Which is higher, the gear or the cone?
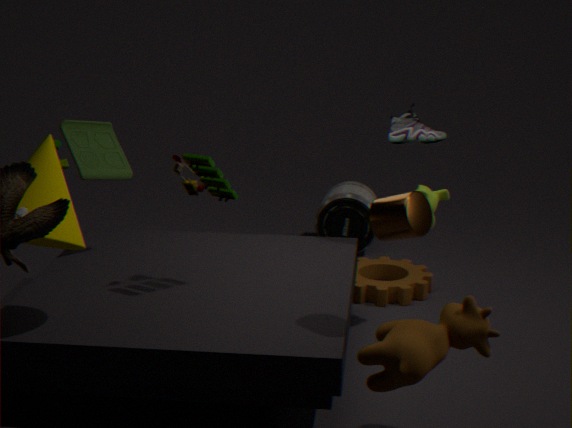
the cone
